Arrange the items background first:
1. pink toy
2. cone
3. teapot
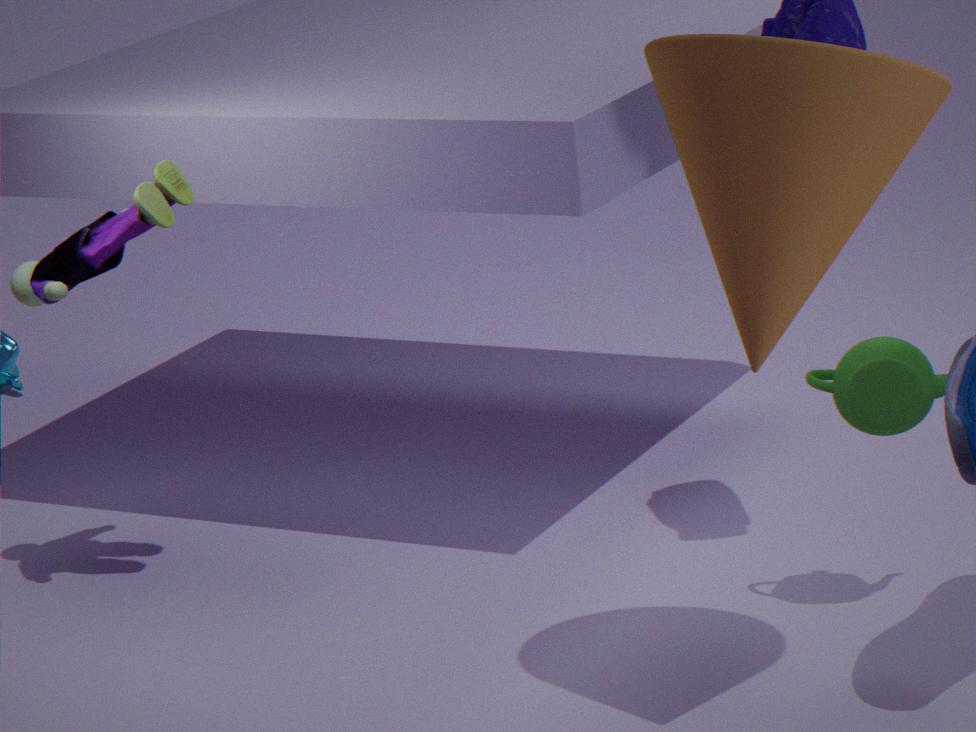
pink toy
teapot
cone
